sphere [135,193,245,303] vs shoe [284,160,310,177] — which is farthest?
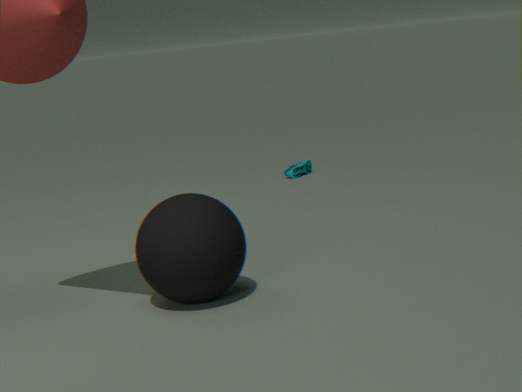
shoe [284,160,310,177]
